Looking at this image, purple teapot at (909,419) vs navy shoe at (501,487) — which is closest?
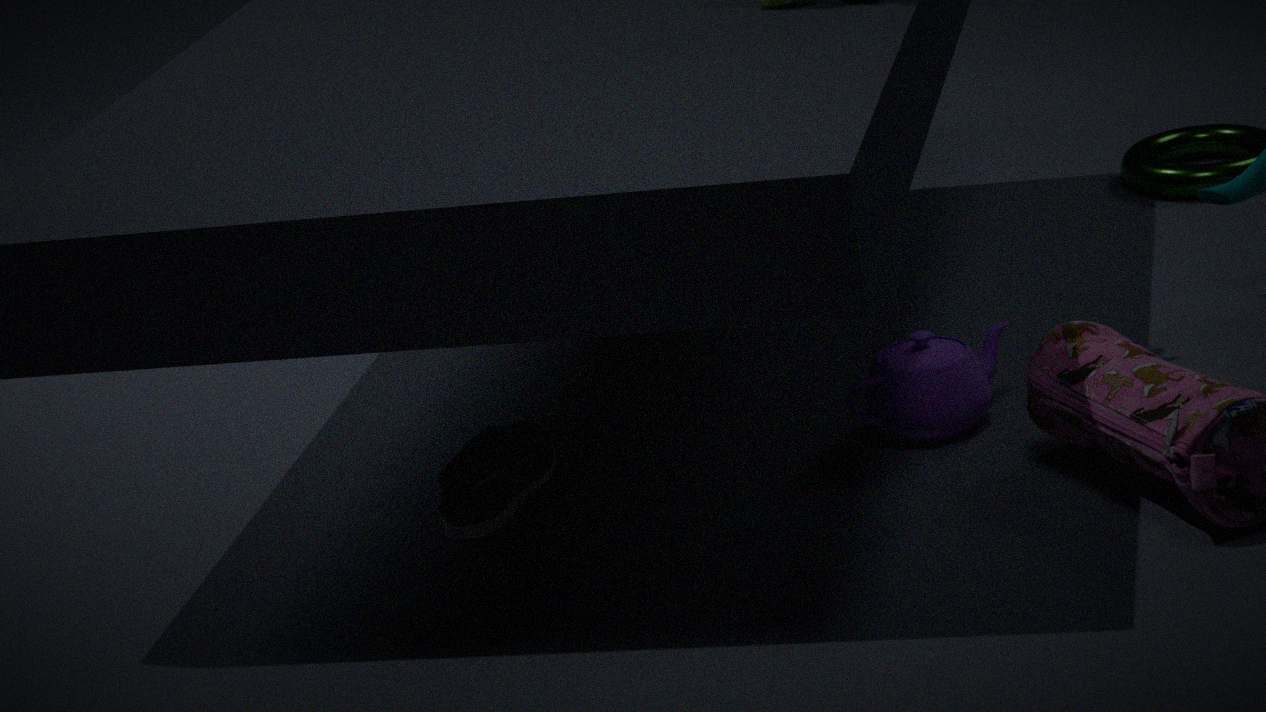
navy shoe at (501,487)
